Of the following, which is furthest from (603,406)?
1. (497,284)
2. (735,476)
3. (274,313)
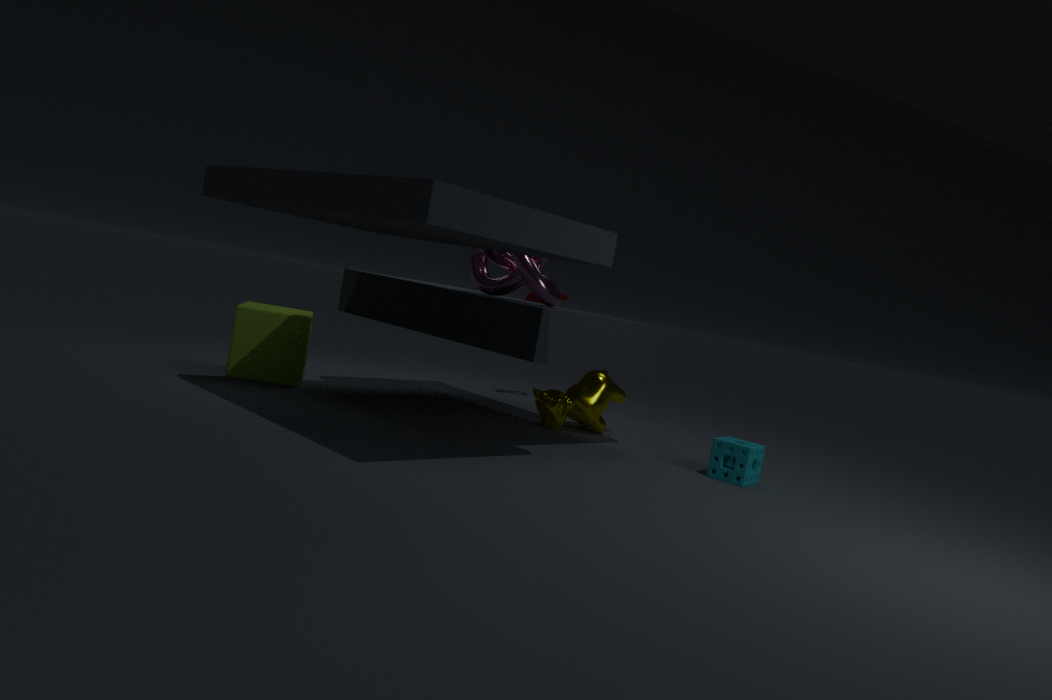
(274,313)
